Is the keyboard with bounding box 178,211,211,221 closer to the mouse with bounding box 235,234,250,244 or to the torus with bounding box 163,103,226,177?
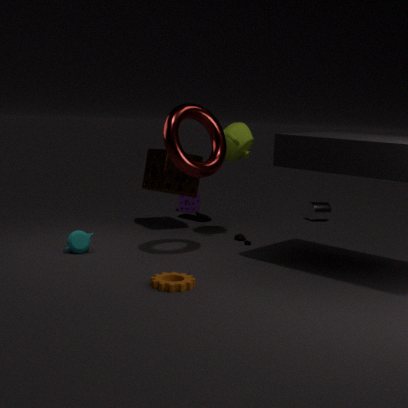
the mouse with bounding box 235,234,250,244
